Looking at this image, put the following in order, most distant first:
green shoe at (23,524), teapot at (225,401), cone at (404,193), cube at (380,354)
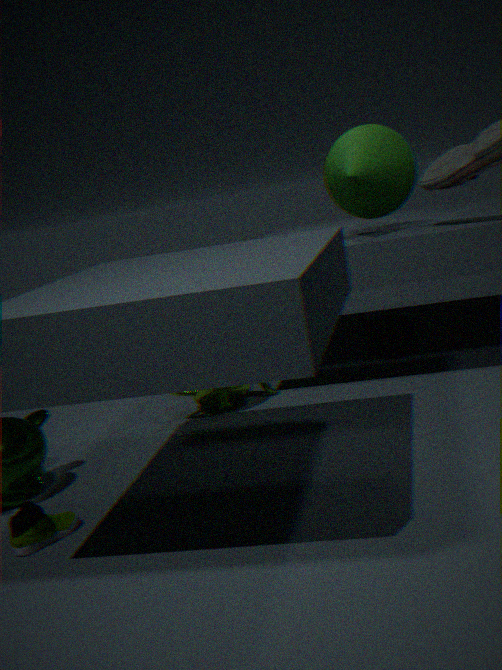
cube at (380,354)
teapot at (225,401)
cone at (404,193)
green shoe at (23,524)
